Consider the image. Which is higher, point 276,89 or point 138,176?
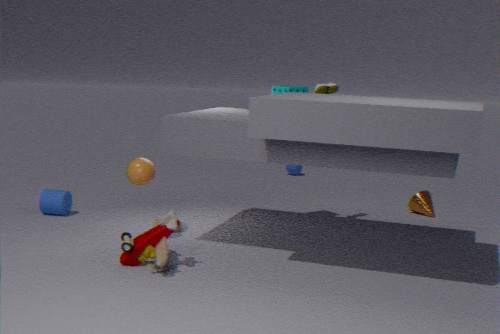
point 276,89
